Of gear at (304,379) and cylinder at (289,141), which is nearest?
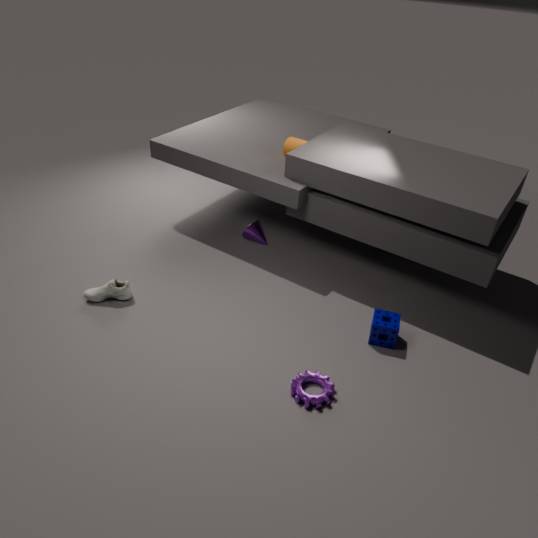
gear at (304,379)
